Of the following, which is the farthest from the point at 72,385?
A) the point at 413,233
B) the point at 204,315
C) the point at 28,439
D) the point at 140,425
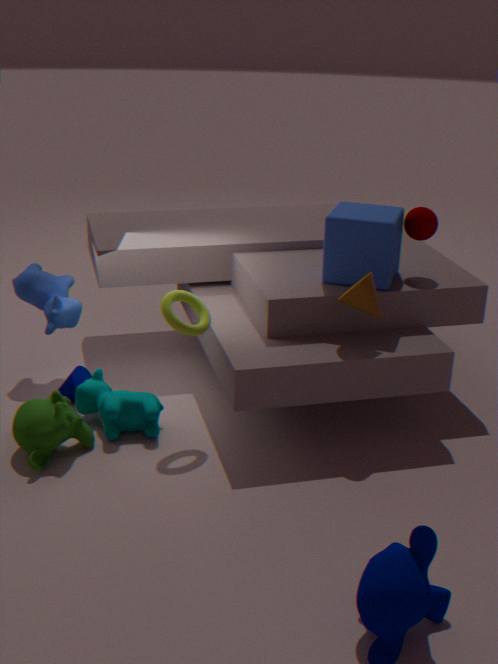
the point at 413,233
